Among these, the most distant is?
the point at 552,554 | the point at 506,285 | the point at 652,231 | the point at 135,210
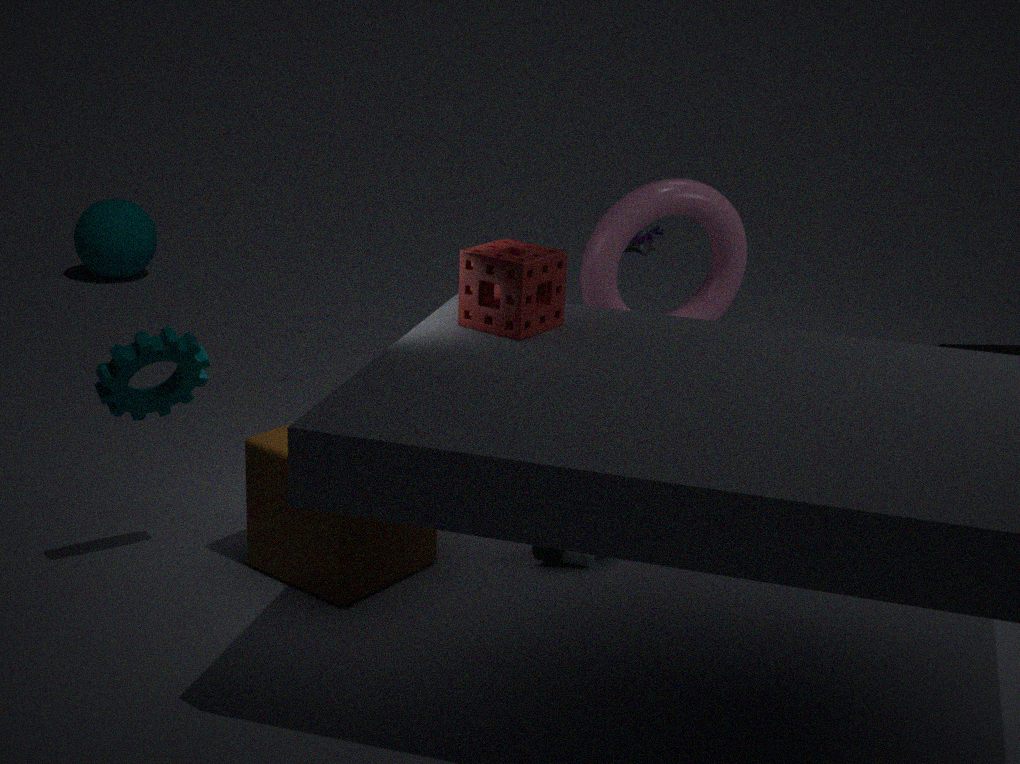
the point at 652,231
